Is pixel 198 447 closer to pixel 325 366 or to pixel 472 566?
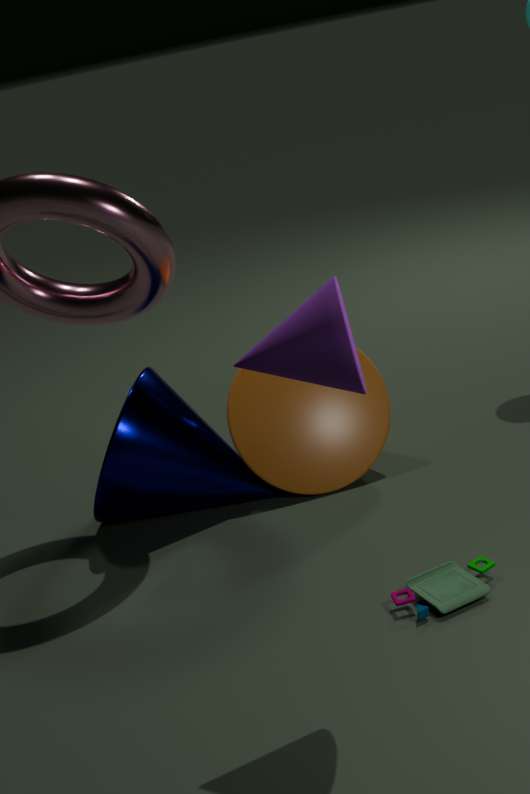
pixel 472 566
